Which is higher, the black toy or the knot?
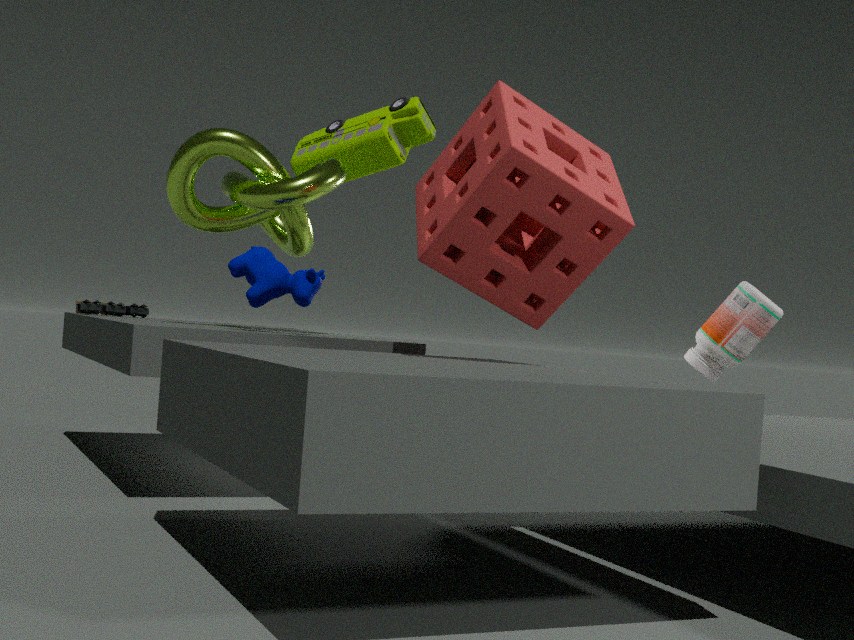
the knot
